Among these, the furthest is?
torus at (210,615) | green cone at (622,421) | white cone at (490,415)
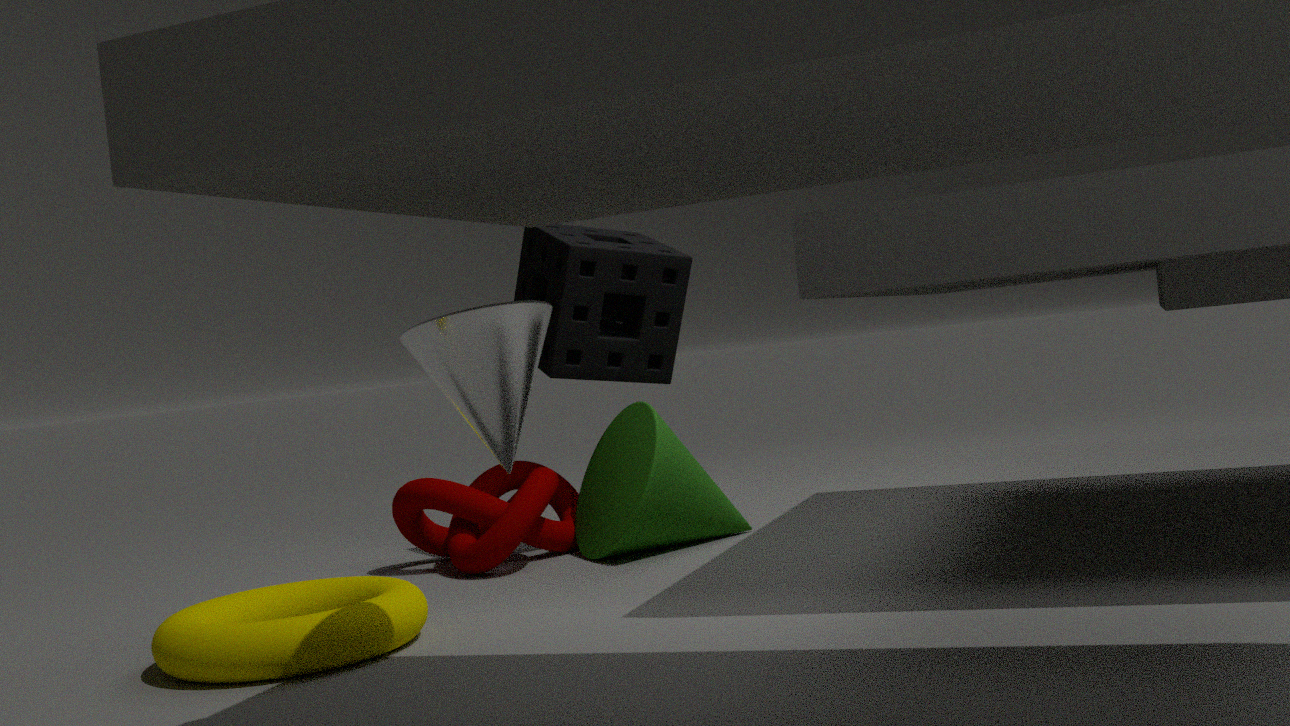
green cone at (622,421)
